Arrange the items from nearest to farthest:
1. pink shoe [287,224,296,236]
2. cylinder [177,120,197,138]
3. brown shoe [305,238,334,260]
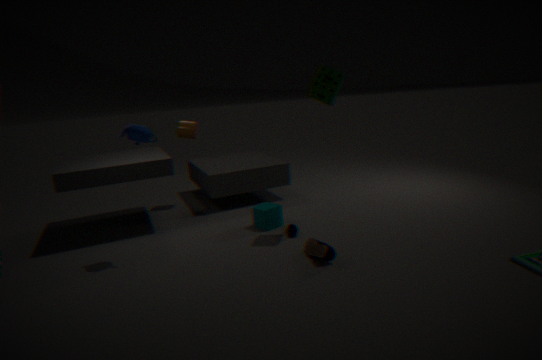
brown shoe [305,238,334,260] → pink shoe [287,224,296,236] → cylinder [177,120,197,138]
